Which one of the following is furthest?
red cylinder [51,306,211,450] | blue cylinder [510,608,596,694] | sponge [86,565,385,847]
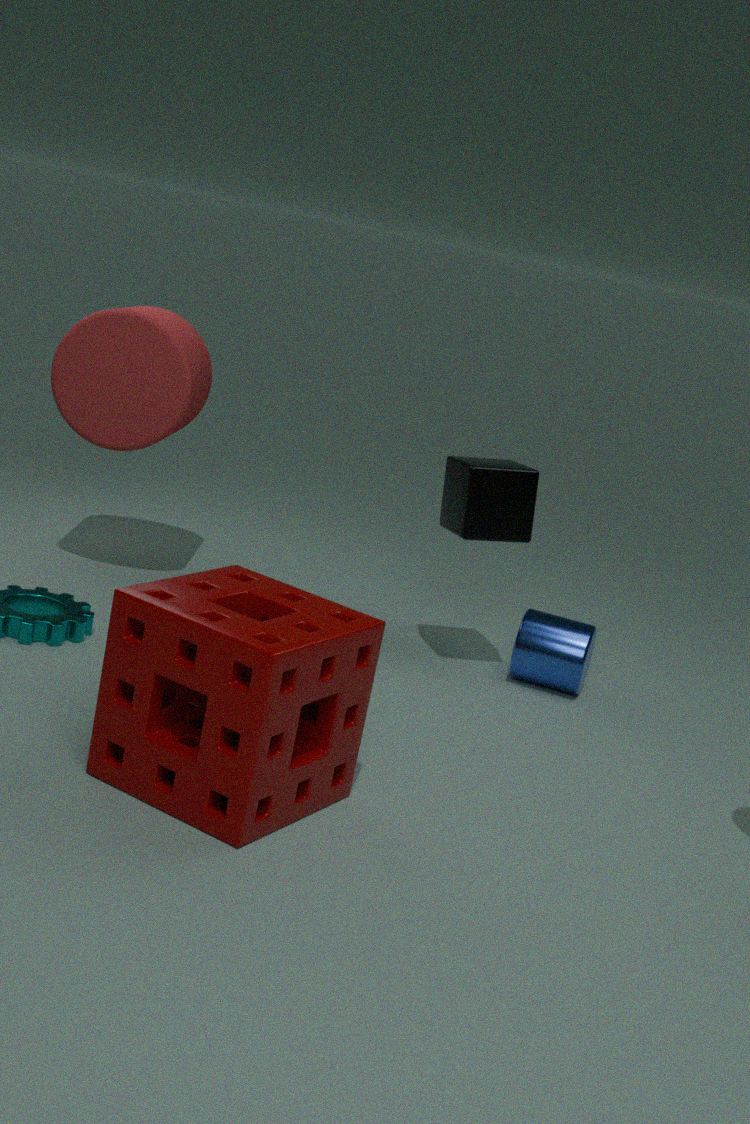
red cylinder [51,306,211,450]
